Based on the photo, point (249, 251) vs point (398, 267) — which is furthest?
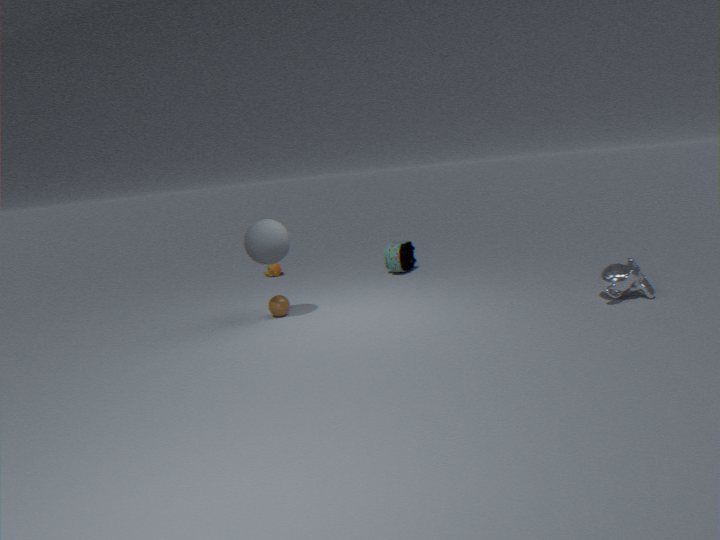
point (398, 267)
